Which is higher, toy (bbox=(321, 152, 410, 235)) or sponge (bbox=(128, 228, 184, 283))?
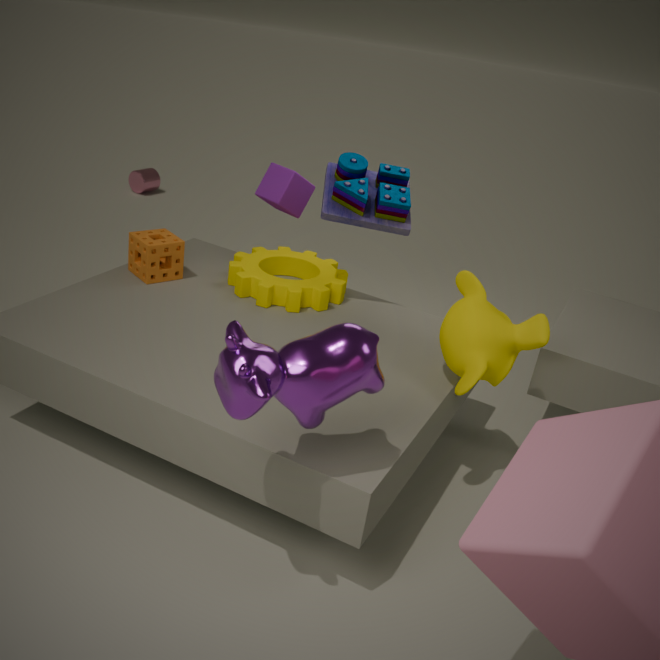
toy (bbox=(321, 152, 410, 235))
